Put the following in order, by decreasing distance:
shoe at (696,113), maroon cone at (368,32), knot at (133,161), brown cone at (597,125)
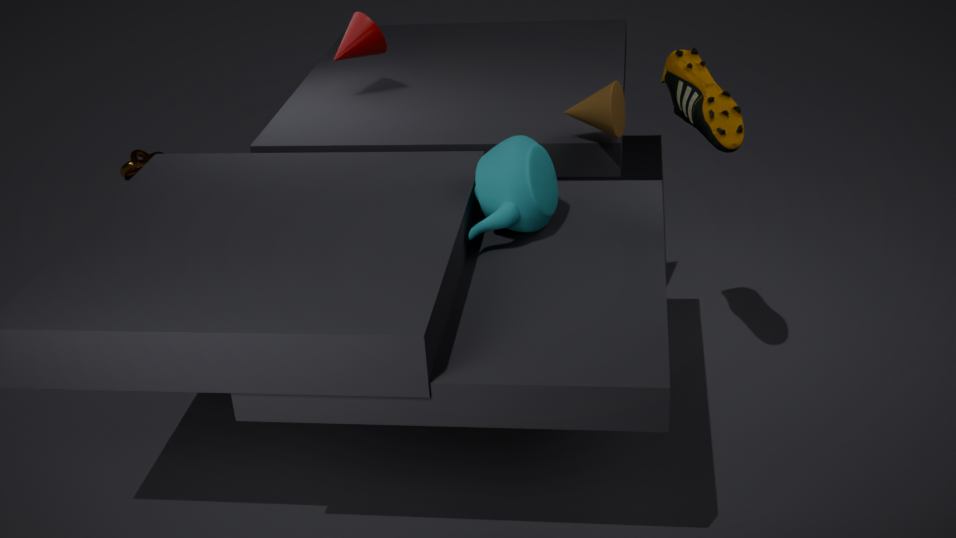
knot at (133,161) → maroon cone at (368,32) → brown cone at (597,125) → shoe at (696,113)
